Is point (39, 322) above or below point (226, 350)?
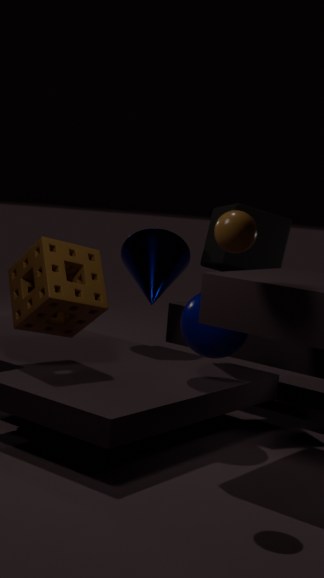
above
